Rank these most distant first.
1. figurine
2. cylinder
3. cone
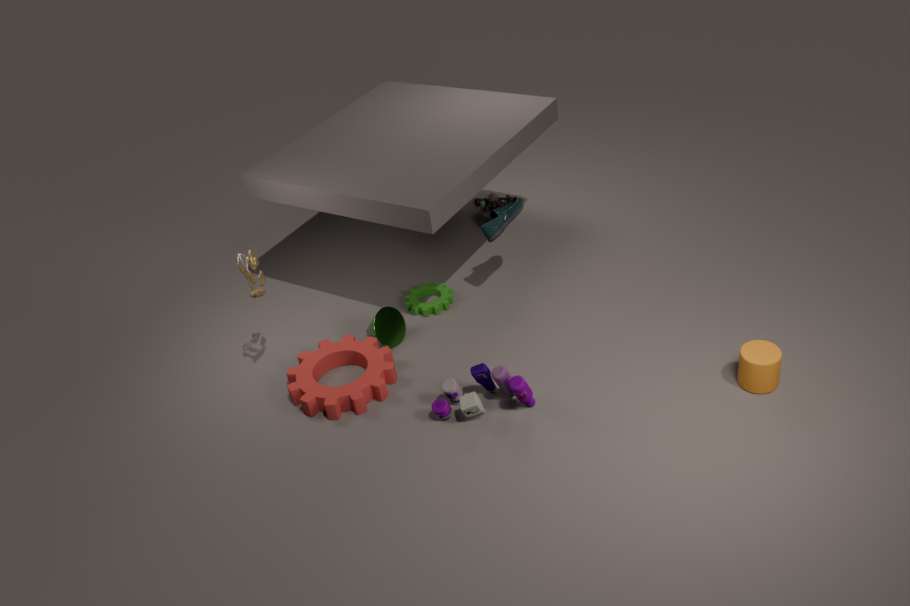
figurine → cone → cylinder
